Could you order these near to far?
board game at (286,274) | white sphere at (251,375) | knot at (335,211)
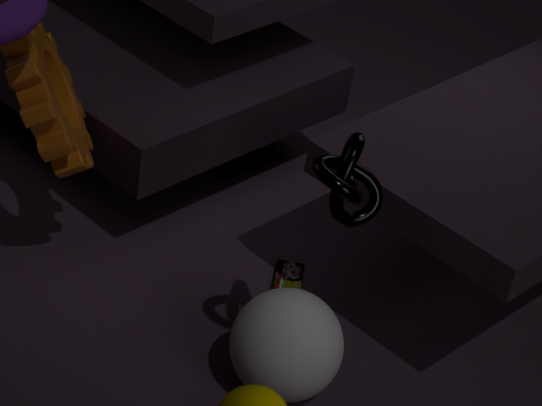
knot at (335,211), white sphere at (251,375), board game at (286,274)
